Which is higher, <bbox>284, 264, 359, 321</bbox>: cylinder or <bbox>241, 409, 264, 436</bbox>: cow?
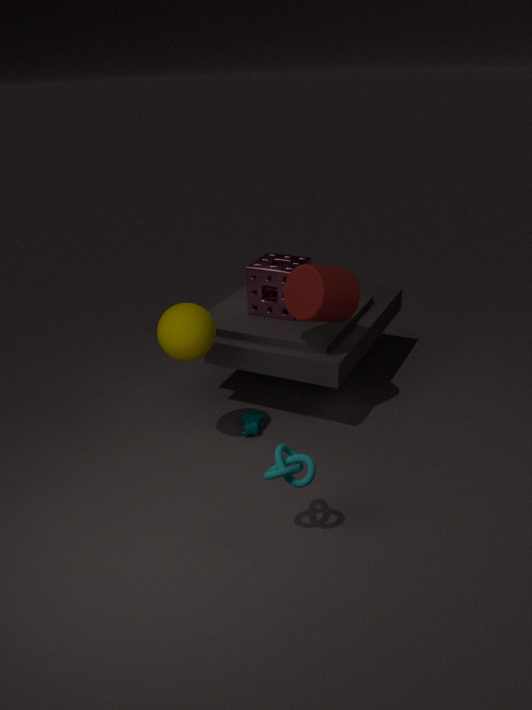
<bbox>284, 264, 359, 321</bbox>: cylinder
